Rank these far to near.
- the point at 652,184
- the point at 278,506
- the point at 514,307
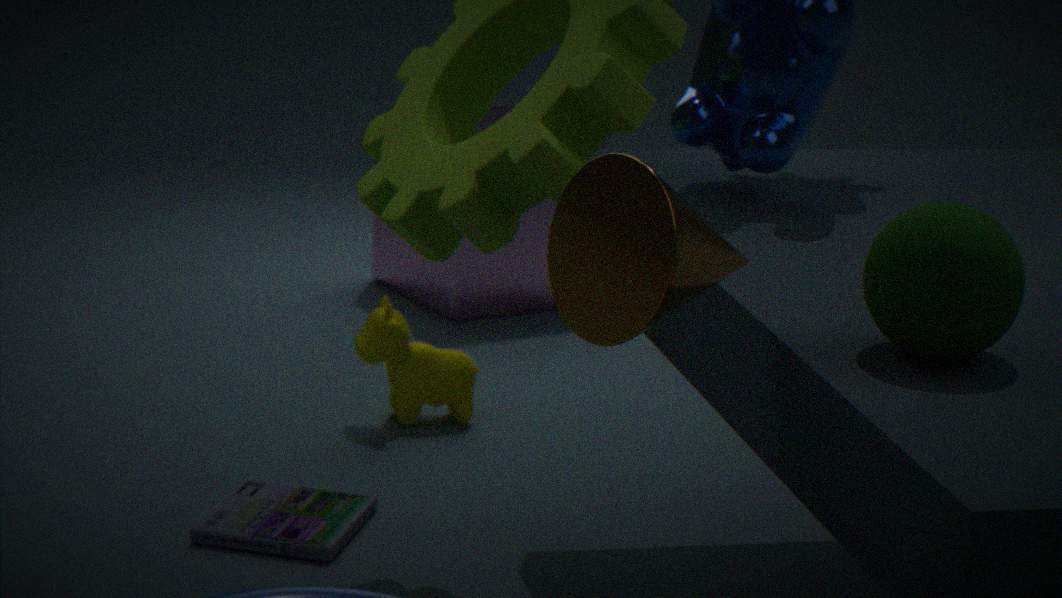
1. the point at 514,307
2. the point at 278,506
3. the point at 652,184
